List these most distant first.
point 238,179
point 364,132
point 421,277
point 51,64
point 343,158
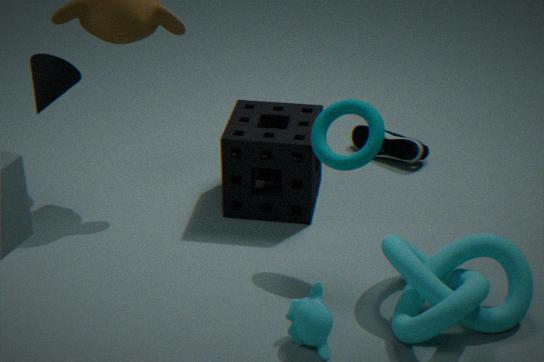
point 364,132 → point 238,179 → point 51,64 → point 343,158 → point 421,277
